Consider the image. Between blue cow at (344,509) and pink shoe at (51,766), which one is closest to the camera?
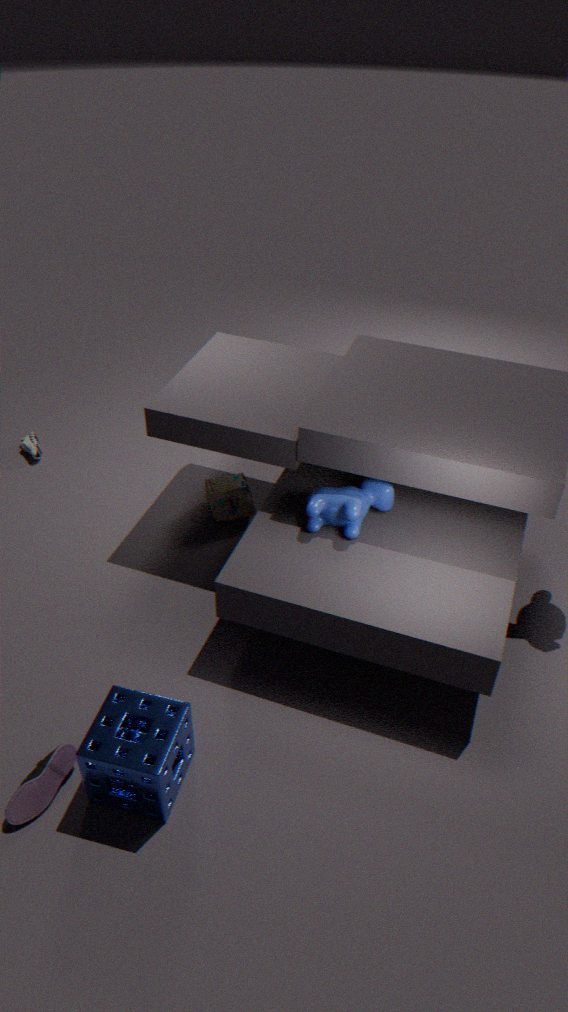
pink shoe at (51,766)
